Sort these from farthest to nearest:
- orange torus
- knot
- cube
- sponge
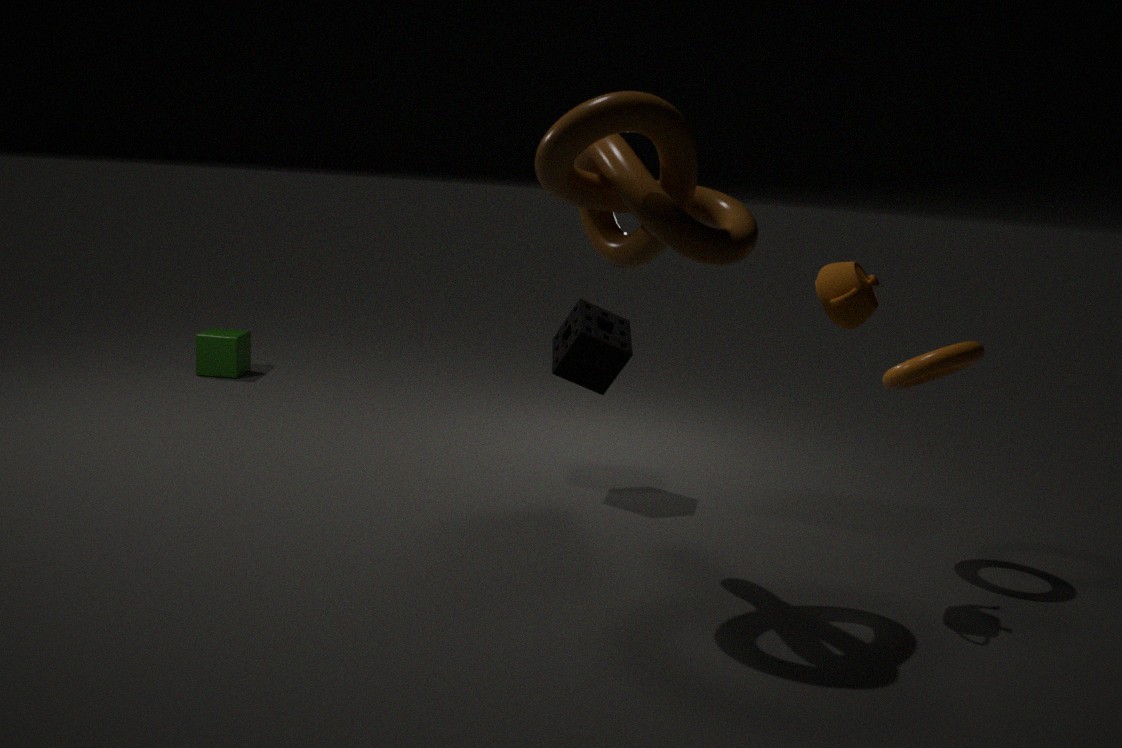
1. cube
2. sponge
3. orange torus
4. knot
